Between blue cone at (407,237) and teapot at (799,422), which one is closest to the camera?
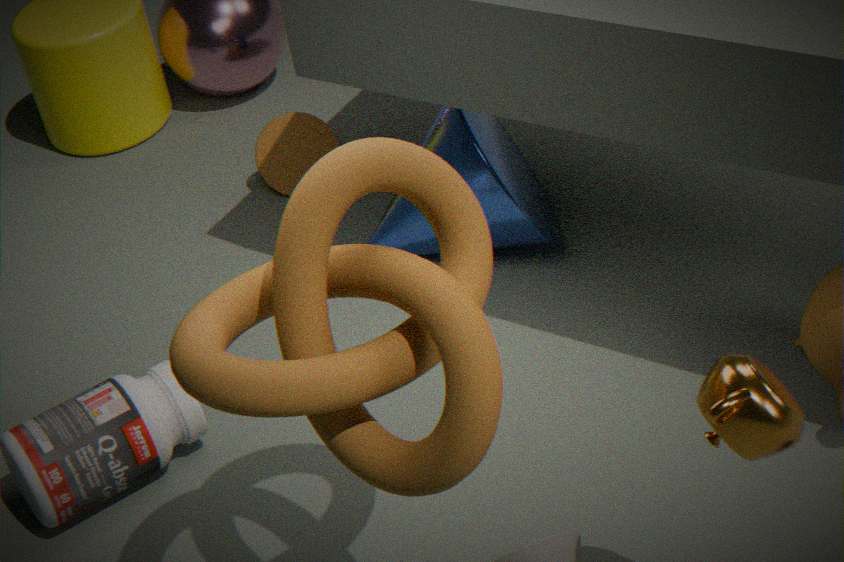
teapot at (799,422)
